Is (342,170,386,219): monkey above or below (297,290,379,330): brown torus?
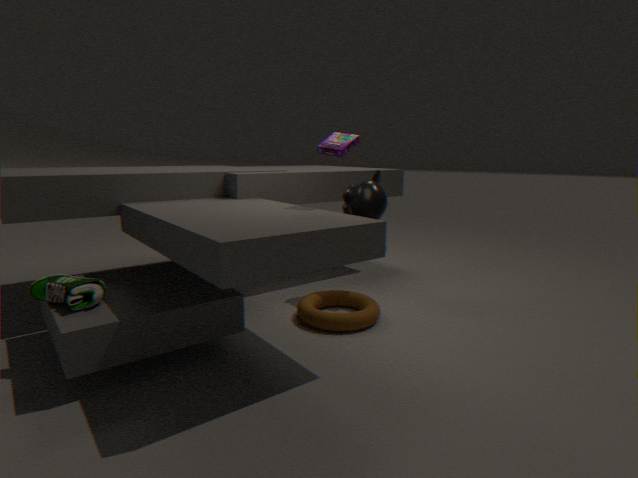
above
